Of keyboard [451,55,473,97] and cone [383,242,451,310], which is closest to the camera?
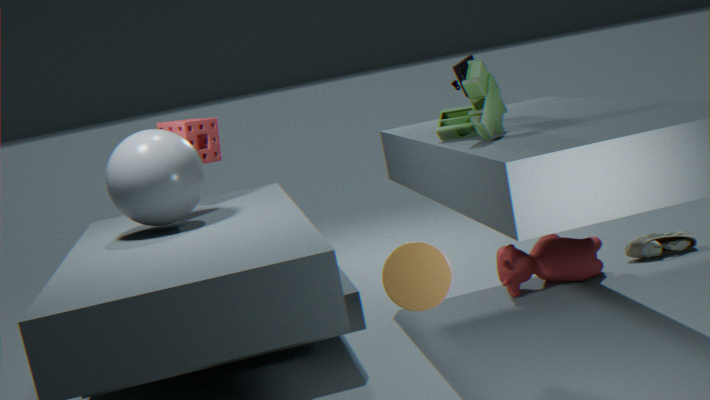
cone [383,242,451,310]
